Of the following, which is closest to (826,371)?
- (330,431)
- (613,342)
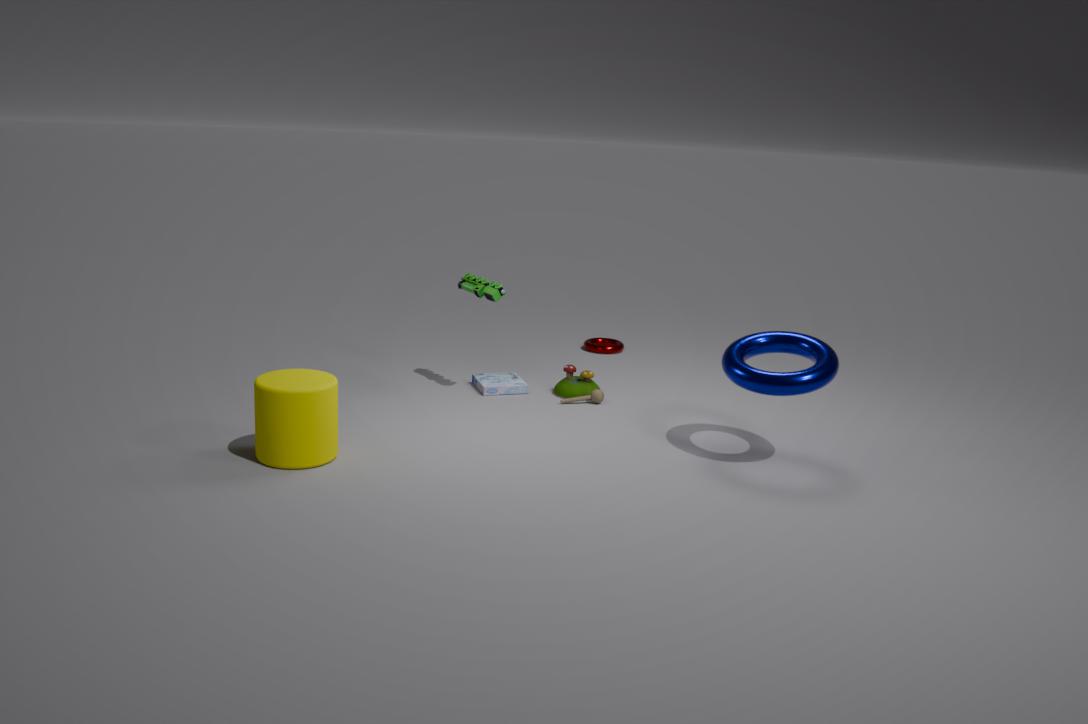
(613,342)
